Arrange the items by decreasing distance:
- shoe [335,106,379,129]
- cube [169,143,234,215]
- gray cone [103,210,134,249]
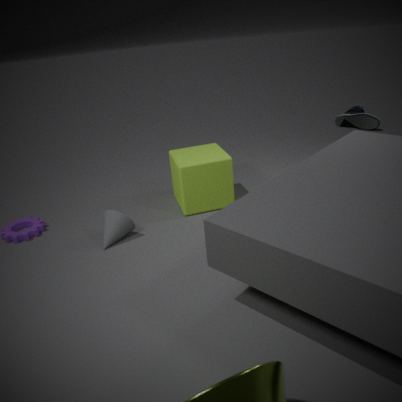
shoe [335,106,379,129] < cube [169,143,234,215] < gray cone [103,210,134,249]
